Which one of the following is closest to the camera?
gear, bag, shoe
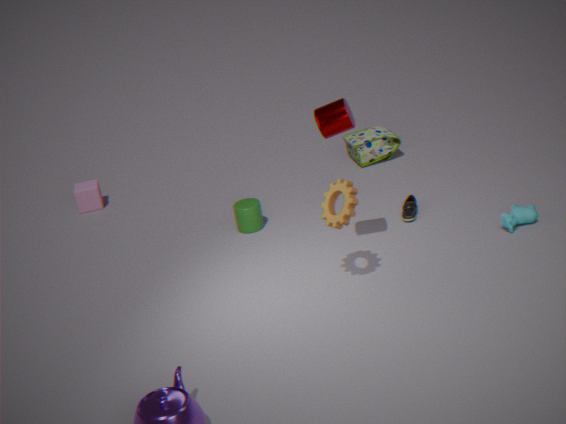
A: gear
